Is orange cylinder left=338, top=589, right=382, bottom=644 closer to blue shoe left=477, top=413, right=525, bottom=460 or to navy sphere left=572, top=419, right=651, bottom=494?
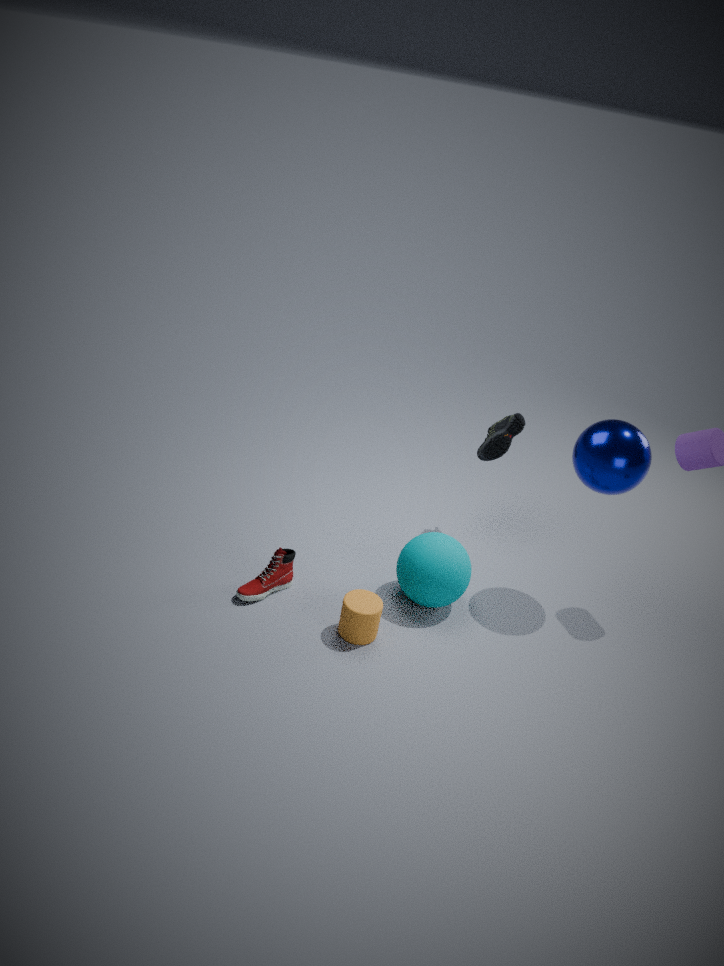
blue shoe left=477, top=413, right=525, bottom=460
